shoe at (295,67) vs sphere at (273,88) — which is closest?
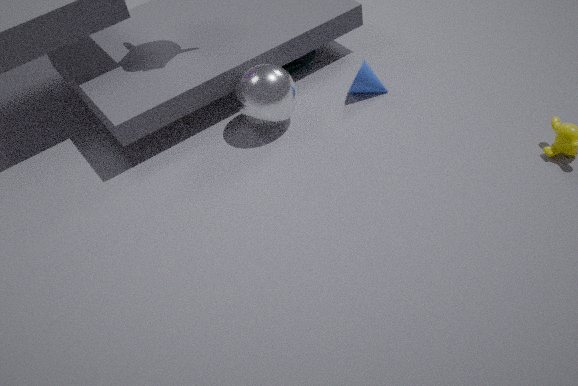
sphere at (273,88)
